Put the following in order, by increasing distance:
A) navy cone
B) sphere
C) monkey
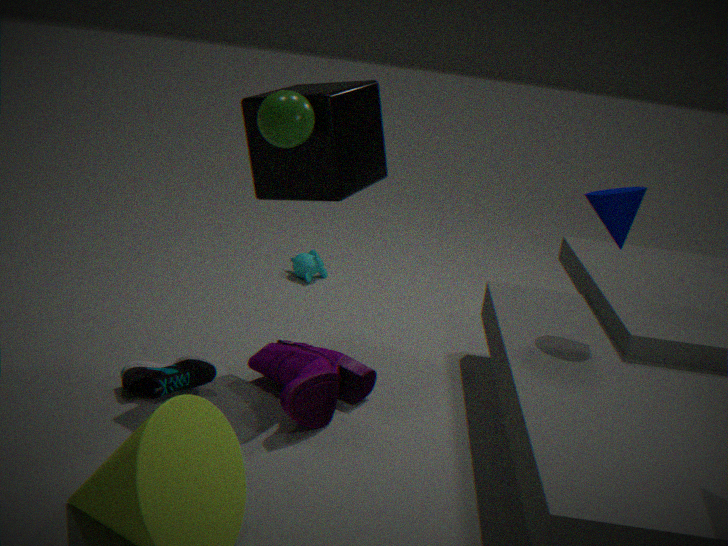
1. sphere
2. navy cone
3. monkey
